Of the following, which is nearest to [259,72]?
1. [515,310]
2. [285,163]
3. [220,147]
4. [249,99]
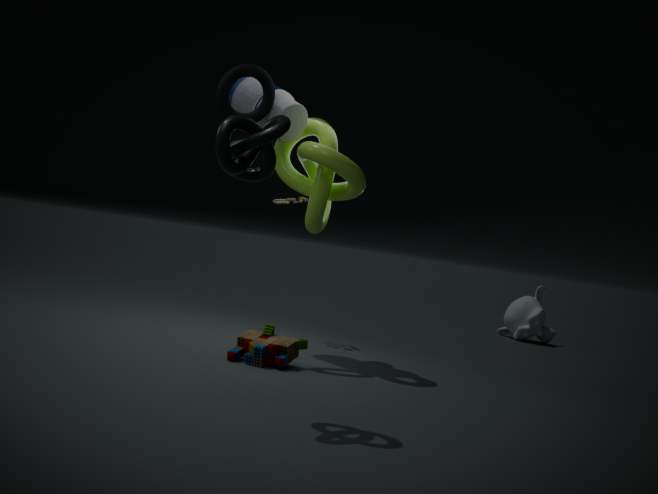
[249,99]
